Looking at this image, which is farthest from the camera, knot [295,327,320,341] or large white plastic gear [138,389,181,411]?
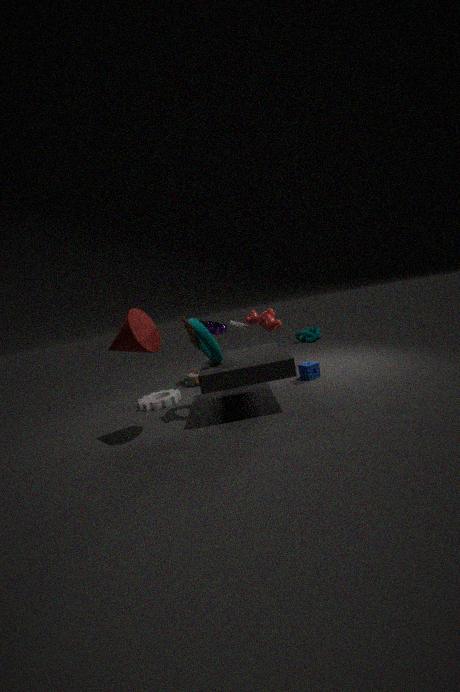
knot [295,327,320,341]
